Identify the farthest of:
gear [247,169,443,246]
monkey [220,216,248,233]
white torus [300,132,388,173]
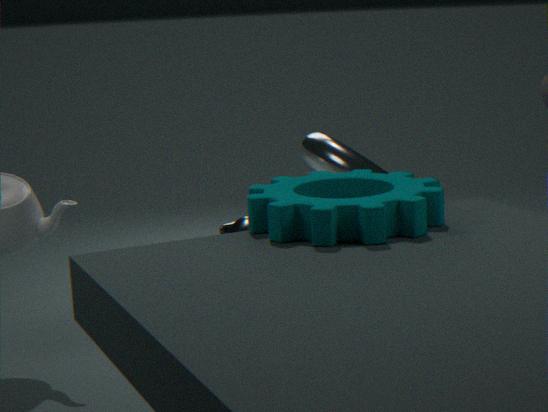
white torus [300,132,388,173]
